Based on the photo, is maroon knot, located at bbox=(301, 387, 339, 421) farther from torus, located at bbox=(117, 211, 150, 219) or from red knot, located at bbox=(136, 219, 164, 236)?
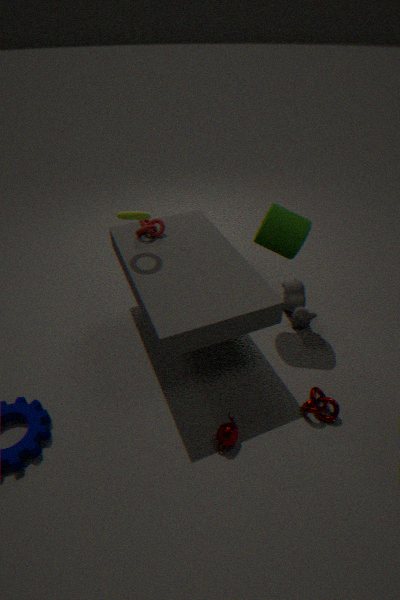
torus, located at bbox=(117, 211, 150, 219)
